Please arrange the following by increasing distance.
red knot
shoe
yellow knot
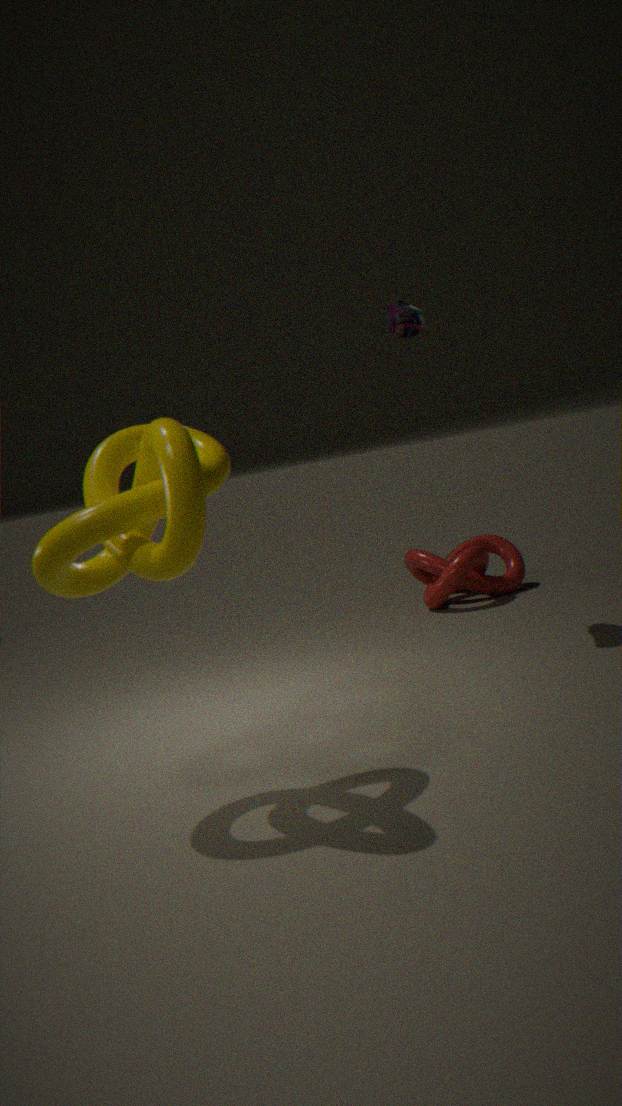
yellow knot
shoe
red knot
